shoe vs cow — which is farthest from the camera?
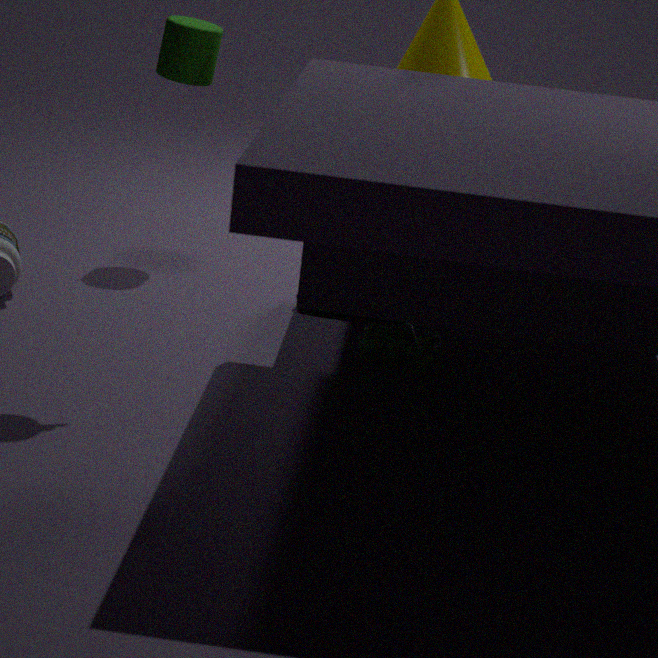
cow
